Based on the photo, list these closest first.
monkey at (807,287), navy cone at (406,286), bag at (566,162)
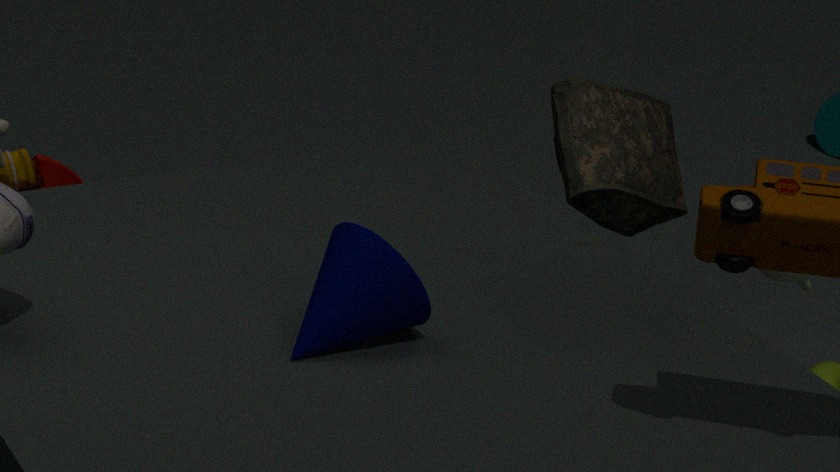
navy cone at (406,286), monkey at (807,287), bag at (566,162)
